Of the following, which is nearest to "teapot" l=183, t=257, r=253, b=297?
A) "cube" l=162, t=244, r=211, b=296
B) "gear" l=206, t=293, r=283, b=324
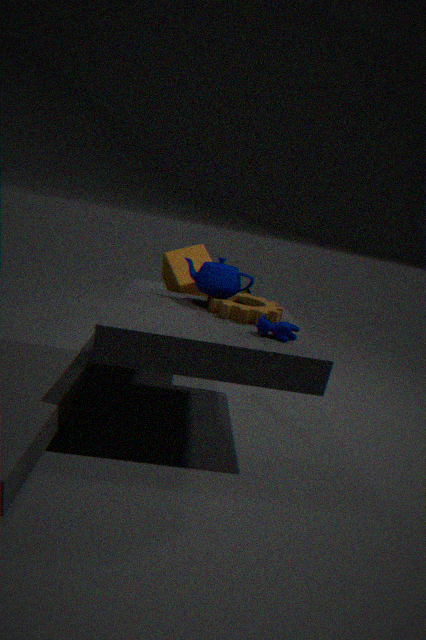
"gear" l=206, t=293, r=283, b=324
